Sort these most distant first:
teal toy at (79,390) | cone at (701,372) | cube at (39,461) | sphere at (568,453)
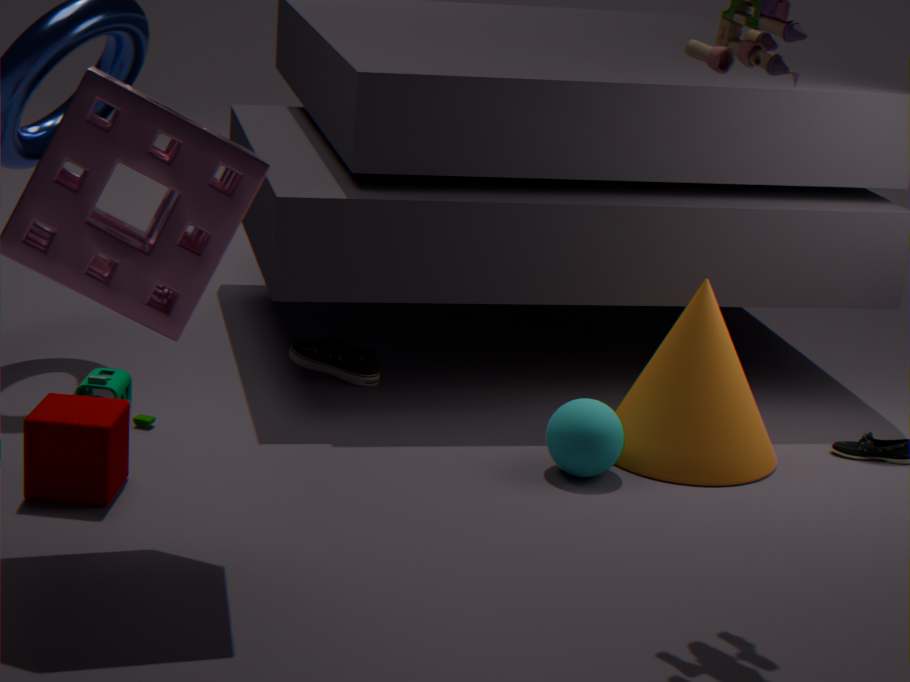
teal toy at (79,390)
cone at (701,372)
sphere at (568,453)
cube at (39,461)
